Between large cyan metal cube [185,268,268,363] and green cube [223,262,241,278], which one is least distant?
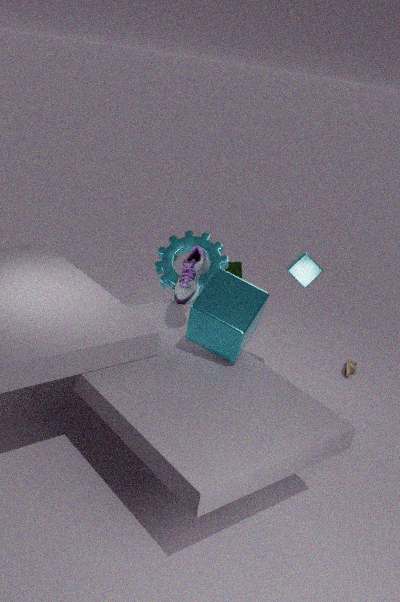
large cyan metal cube [185,268,268,363]
